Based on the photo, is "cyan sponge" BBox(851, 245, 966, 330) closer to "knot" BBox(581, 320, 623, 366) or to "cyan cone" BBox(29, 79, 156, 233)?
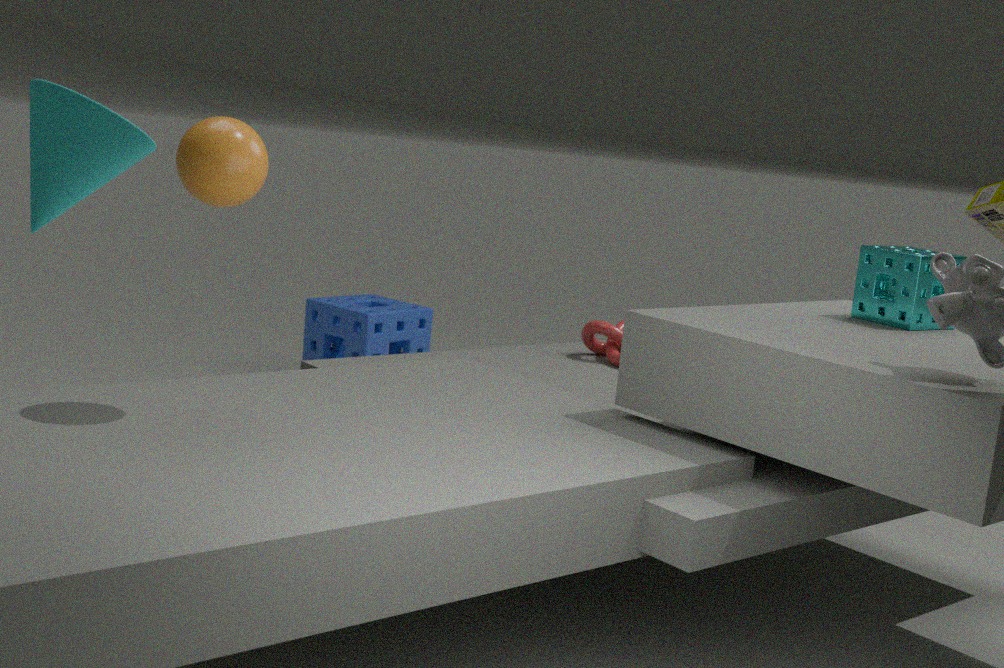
"knot" BBox(581, 320, 623, 366)
